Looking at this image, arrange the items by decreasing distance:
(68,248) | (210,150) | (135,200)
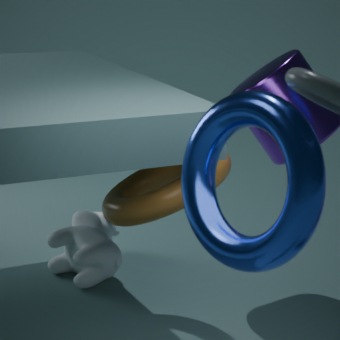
(68,248)
(135,200)
(210,150)
